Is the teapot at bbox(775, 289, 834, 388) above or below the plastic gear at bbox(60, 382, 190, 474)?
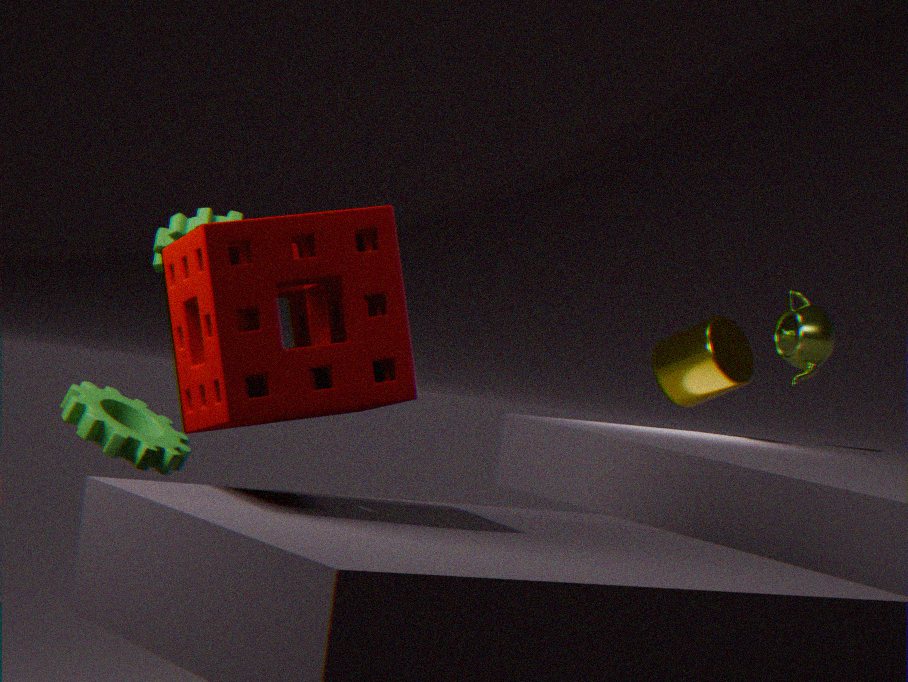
above
